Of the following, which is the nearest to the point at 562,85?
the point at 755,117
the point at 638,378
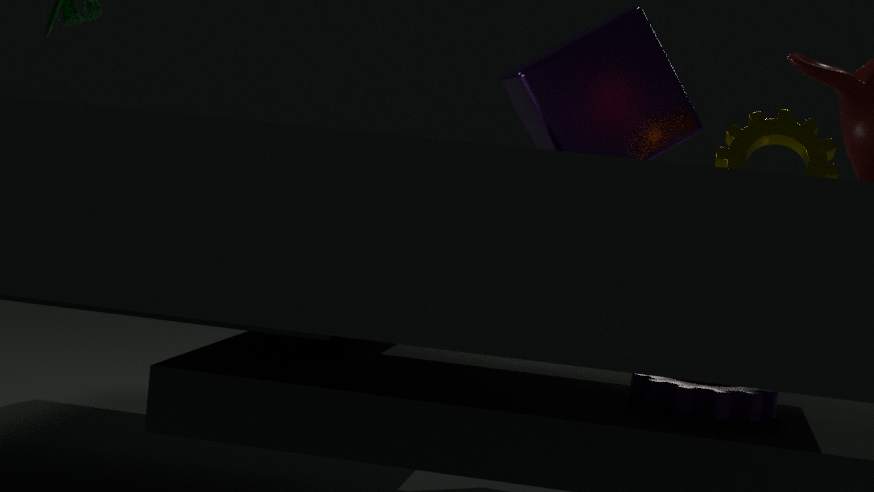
the point at 755,117
